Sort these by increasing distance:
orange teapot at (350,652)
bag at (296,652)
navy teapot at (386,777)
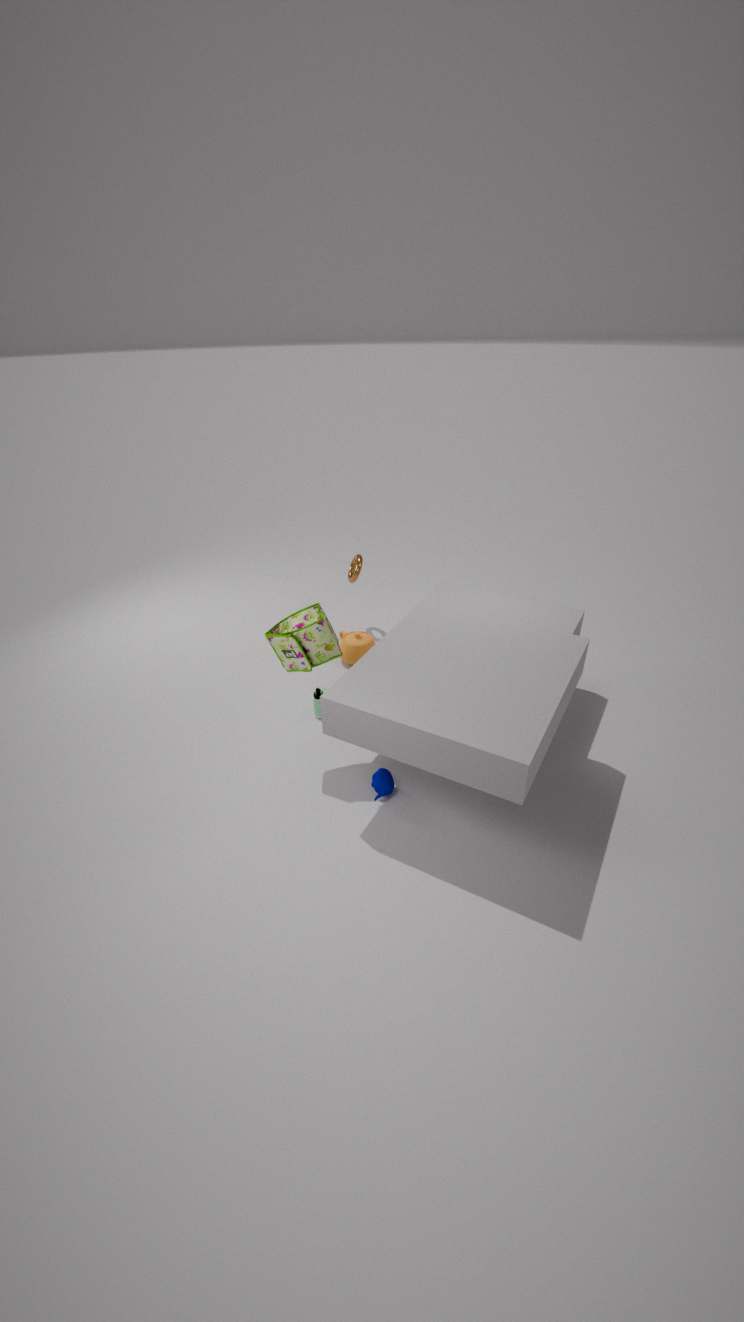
bag at (296,652) → navy teapot at (386,777) → orange teapot at (350,652)
